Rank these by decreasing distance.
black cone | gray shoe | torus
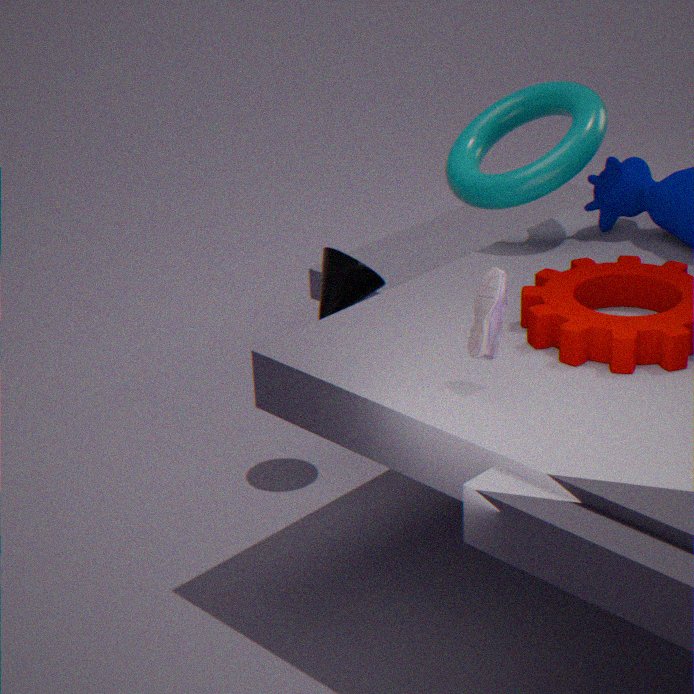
torus → black cone → gray shoe
